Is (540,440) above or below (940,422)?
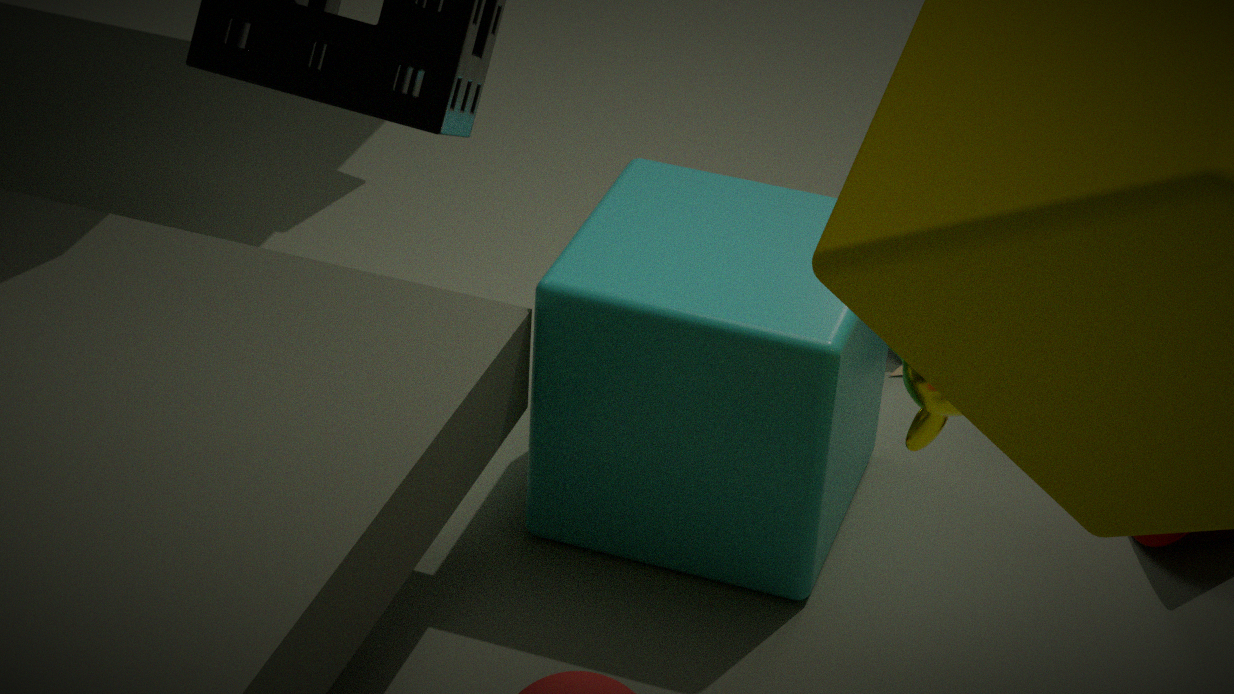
below
